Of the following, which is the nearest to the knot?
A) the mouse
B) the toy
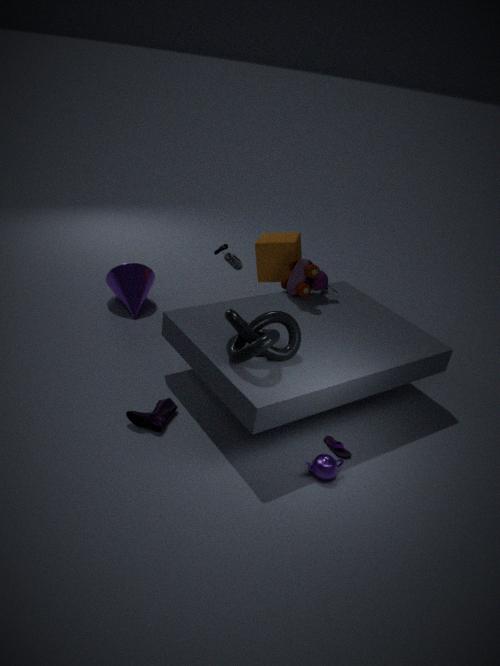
the toy
